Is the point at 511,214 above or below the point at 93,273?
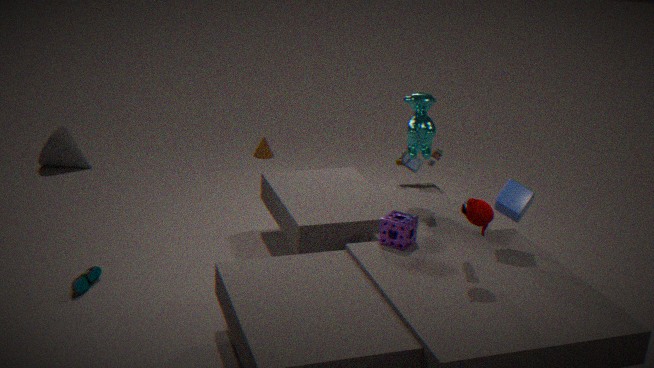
above
